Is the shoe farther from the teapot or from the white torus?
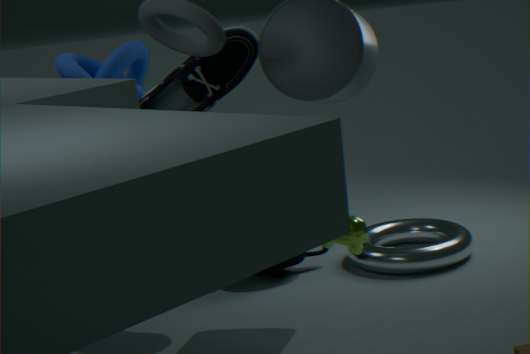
the white torus
